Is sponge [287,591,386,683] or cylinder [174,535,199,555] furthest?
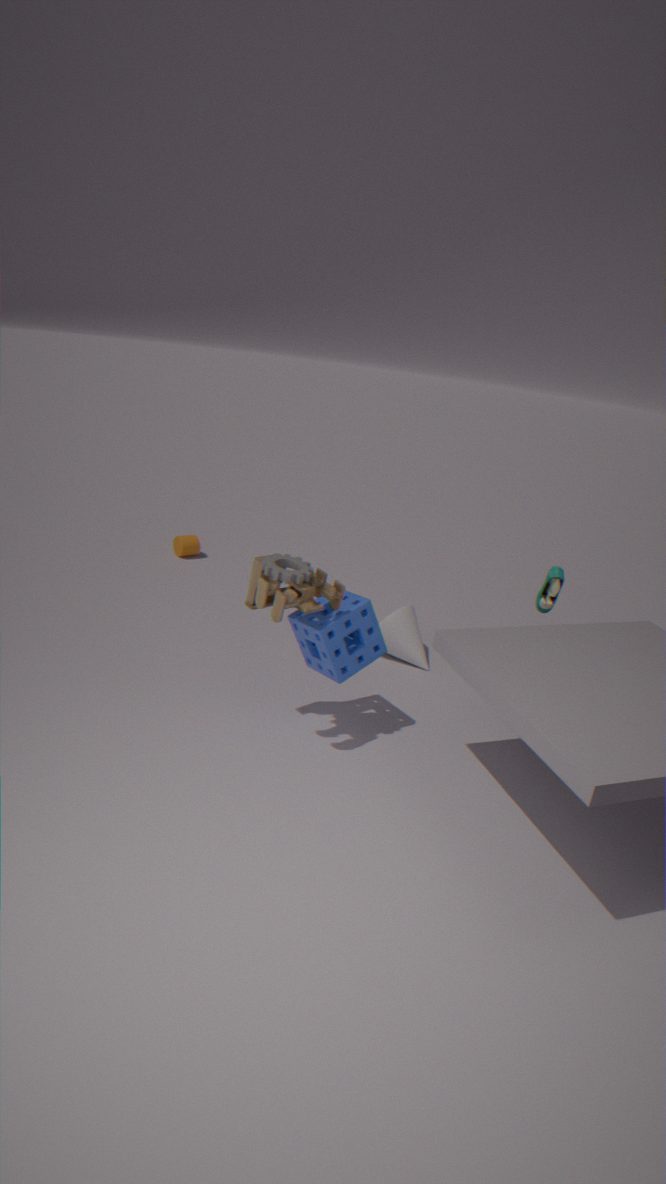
cylinder [174,535,199,555]
